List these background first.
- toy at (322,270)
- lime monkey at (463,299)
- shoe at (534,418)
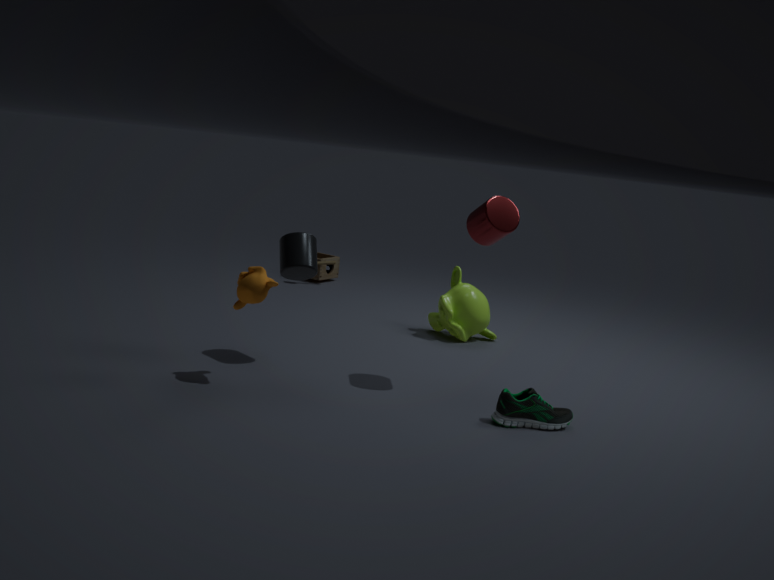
toy at (322,270) < lime monkey at (463,299) < shoe at (534,418)
